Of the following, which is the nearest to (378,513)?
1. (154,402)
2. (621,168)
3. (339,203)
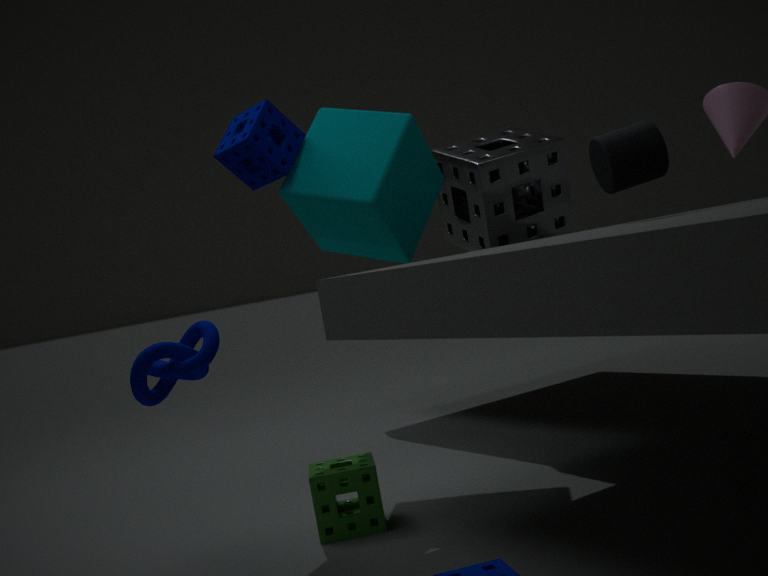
(154,402)
